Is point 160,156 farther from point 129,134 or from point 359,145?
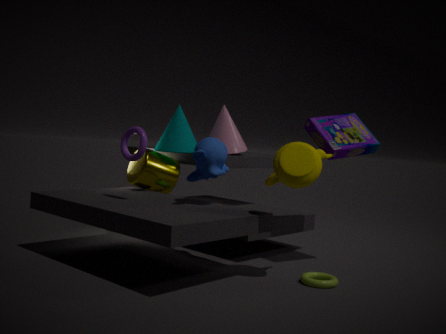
point 359,145
